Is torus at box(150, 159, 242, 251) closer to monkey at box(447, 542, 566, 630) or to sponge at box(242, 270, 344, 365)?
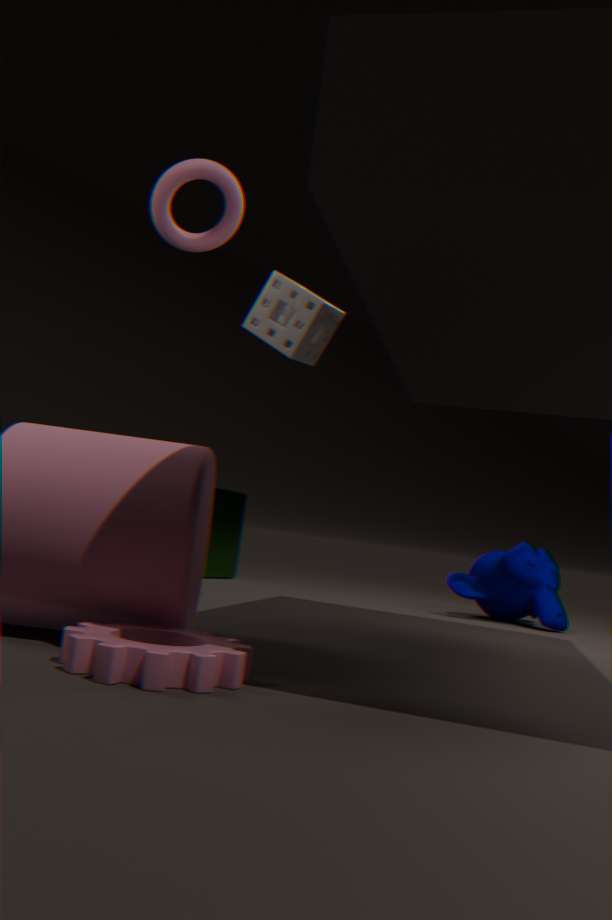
sponge at box(242, 270, 344, 365)
